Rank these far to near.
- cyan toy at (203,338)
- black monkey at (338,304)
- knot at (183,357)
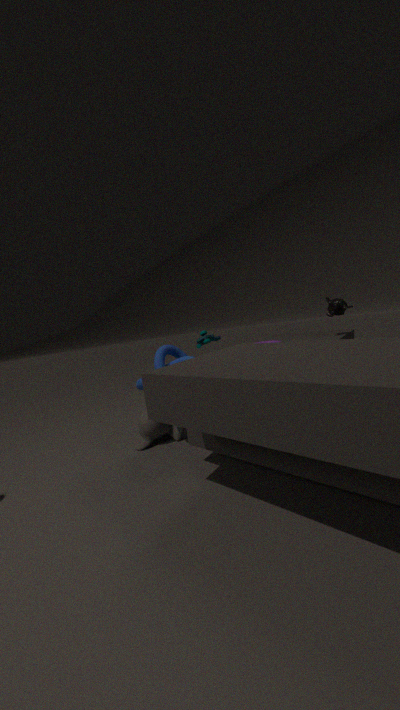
1. cyan toy at (203,338)
2. black monkey at (338,304)
3. knot at (183,357)
